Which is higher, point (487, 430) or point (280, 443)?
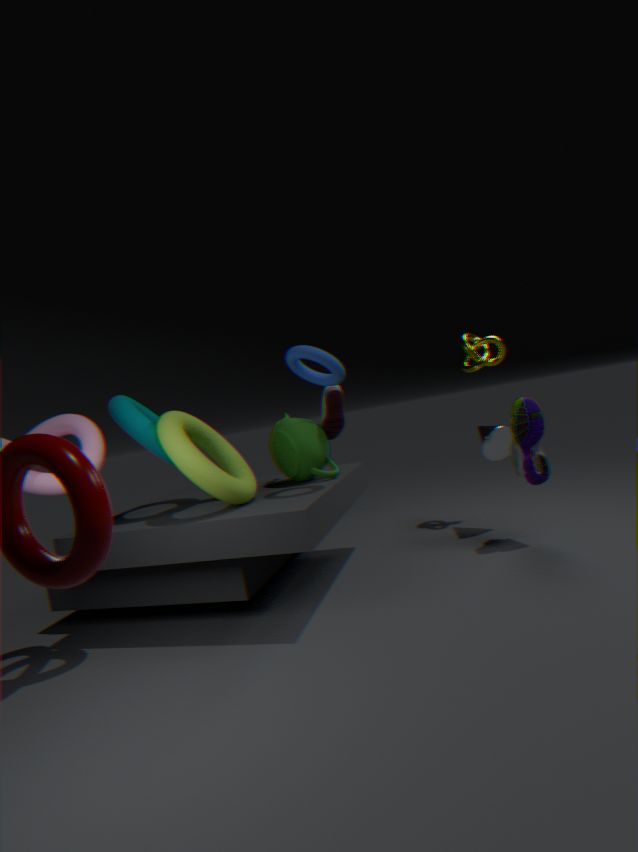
point (280, 443)
